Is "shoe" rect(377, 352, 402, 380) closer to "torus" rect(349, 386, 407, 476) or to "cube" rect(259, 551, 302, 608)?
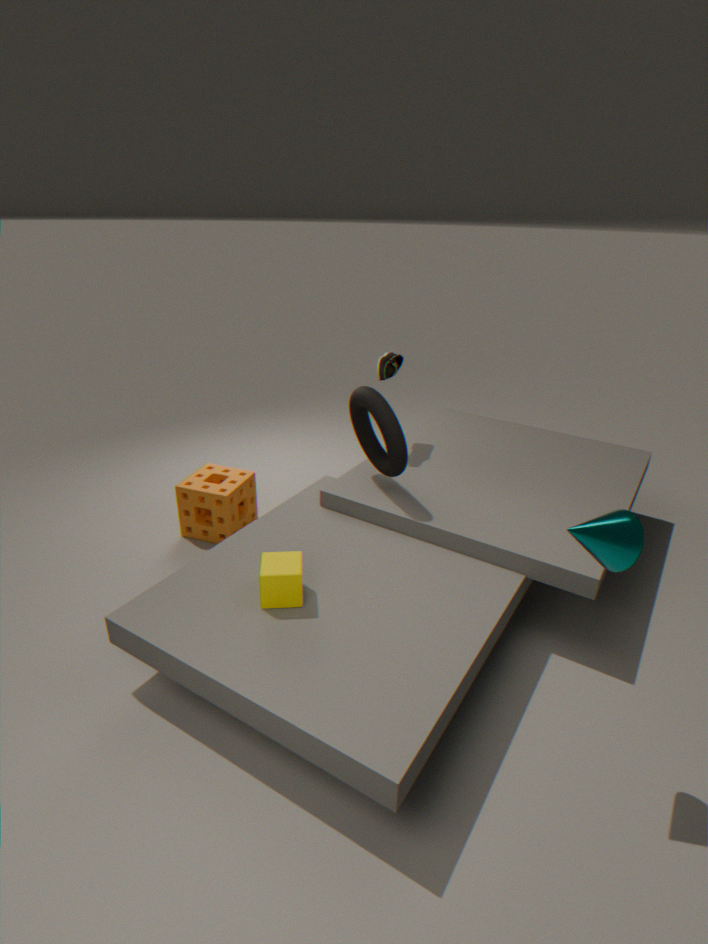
"torus" rect(349, 386, 407, 476)
